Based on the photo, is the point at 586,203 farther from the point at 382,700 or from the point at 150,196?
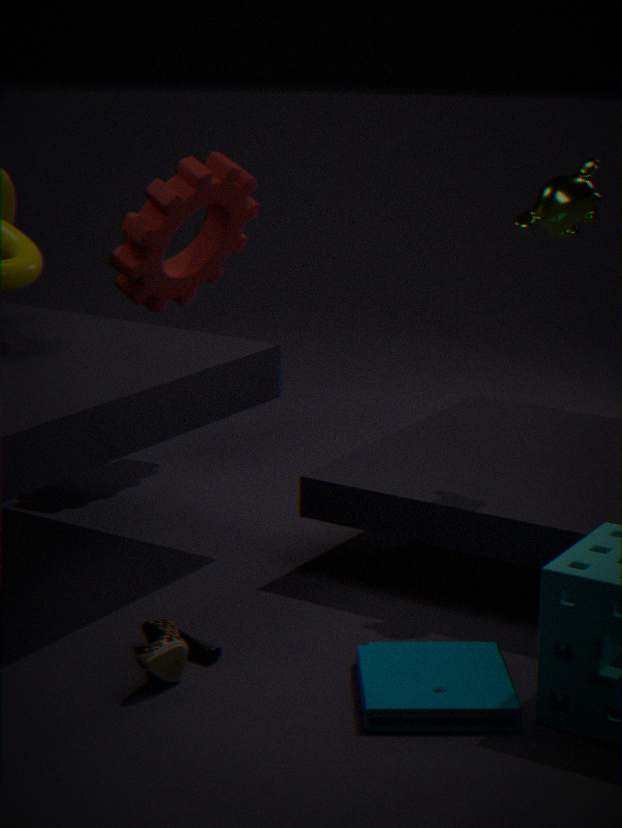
the point at 150,196
